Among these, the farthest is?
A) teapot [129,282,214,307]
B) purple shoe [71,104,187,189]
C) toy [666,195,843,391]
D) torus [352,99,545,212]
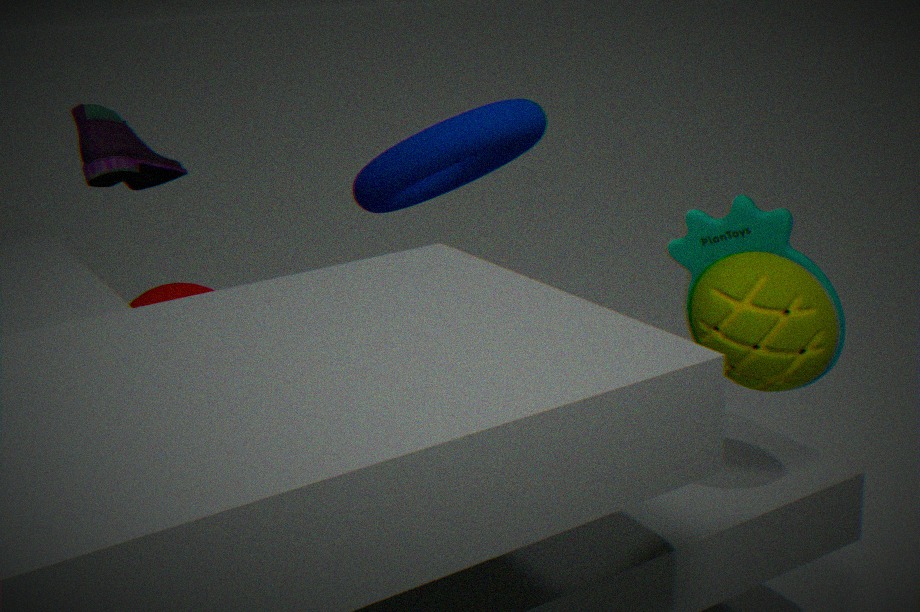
purple shoe [71,104,187,189]
